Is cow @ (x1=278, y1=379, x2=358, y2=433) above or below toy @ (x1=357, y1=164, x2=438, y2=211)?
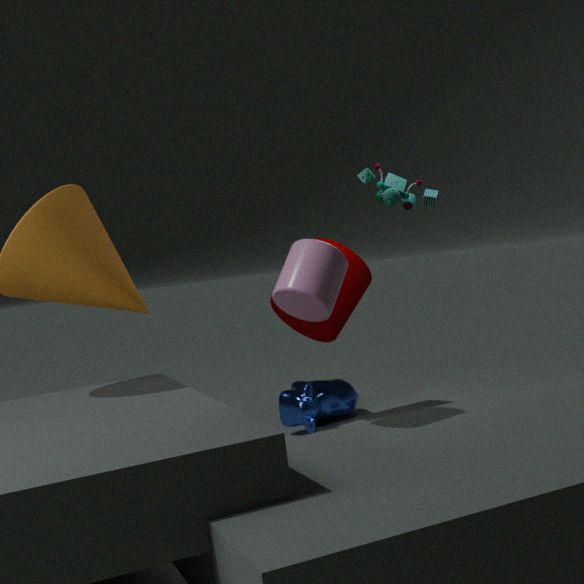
below
